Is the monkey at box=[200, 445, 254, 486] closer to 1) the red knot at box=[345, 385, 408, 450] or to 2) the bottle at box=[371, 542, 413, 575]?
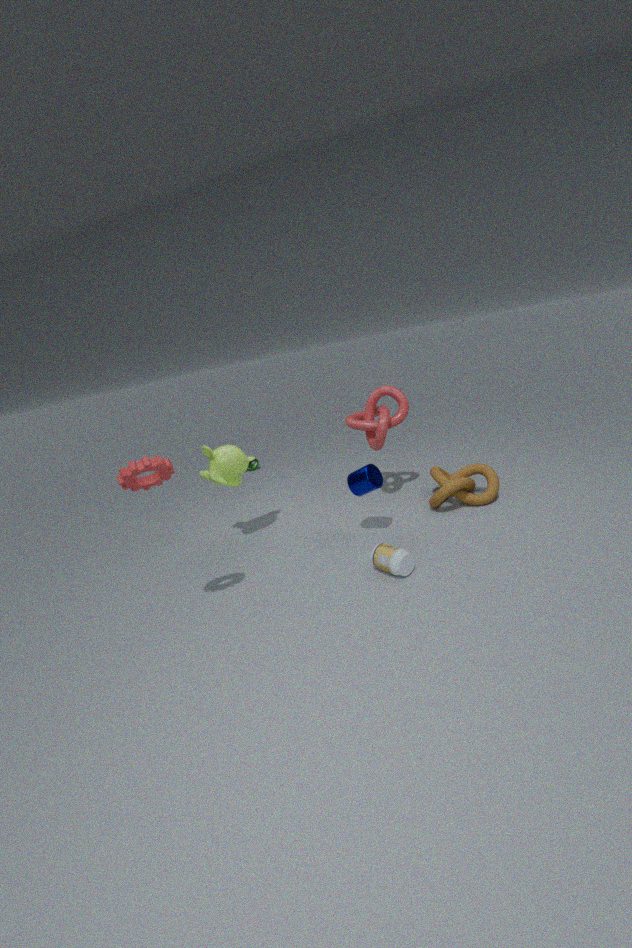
1) the red knot at box=[345, 385, 408, 450]
